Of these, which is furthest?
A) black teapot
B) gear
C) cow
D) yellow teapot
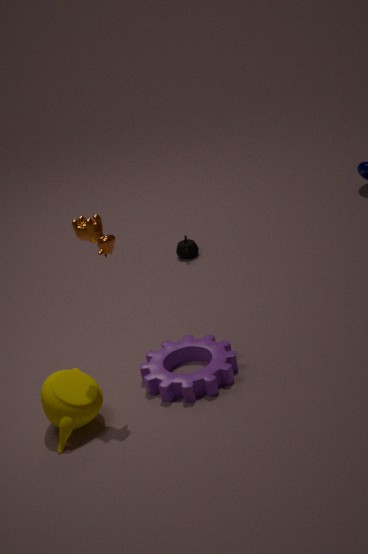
black teapot
